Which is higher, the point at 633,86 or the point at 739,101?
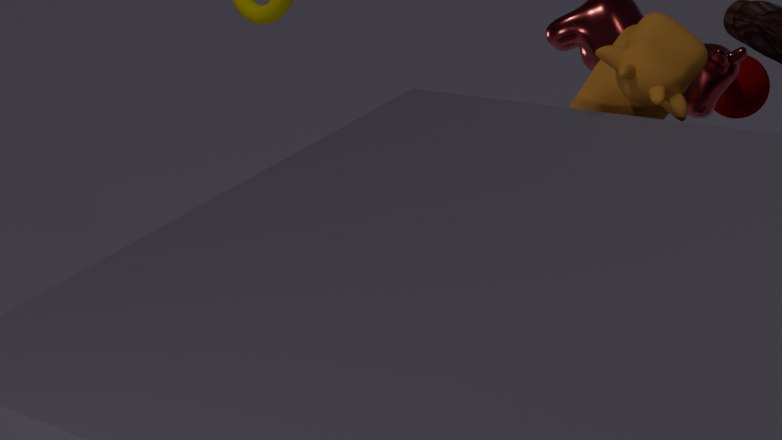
the point at 633,86
